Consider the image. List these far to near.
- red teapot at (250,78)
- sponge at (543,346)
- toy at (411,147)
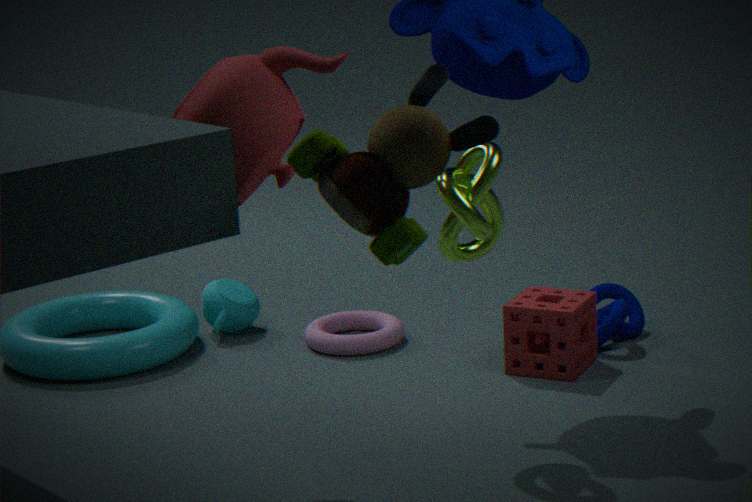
sponge at (543,346) → red teapot at (250,78) → toy at (411,147)
